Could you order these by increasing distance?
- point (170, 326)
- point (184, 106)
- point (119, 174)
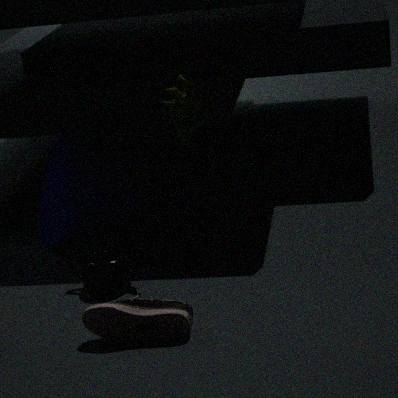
point (184, 106), point (170, 326), point (119, 174)
